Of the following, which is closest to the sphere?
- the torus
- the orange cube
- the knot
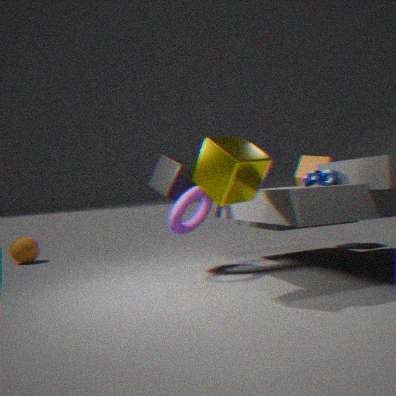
the torus
